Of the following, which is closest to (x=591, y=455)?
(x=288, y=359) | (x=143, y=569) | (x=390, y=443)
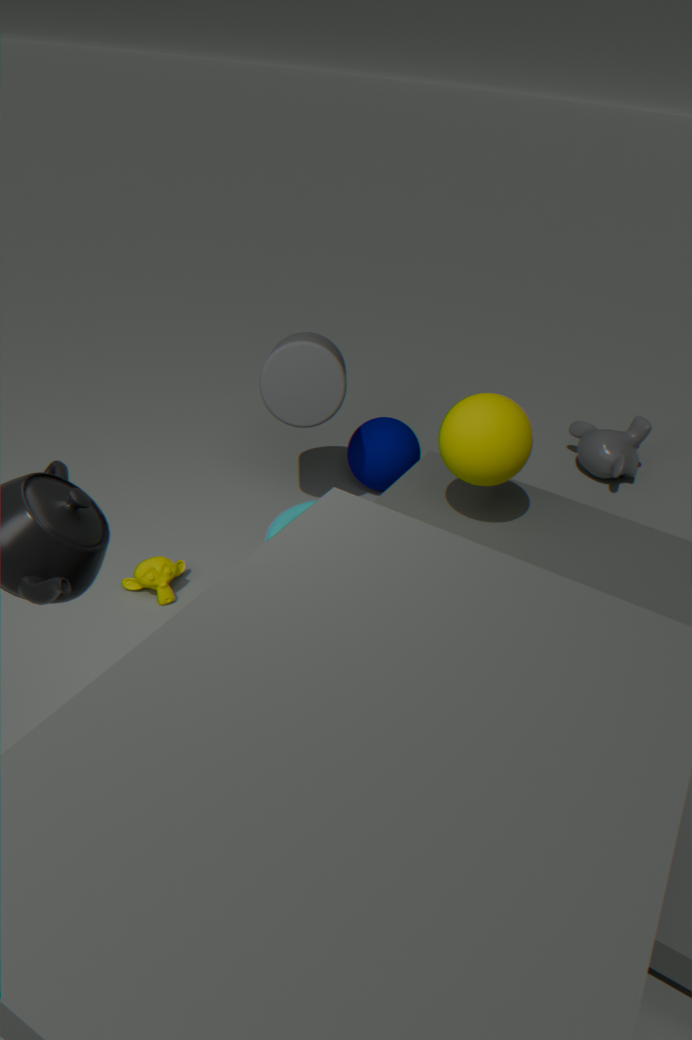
(x=390, y=443)
